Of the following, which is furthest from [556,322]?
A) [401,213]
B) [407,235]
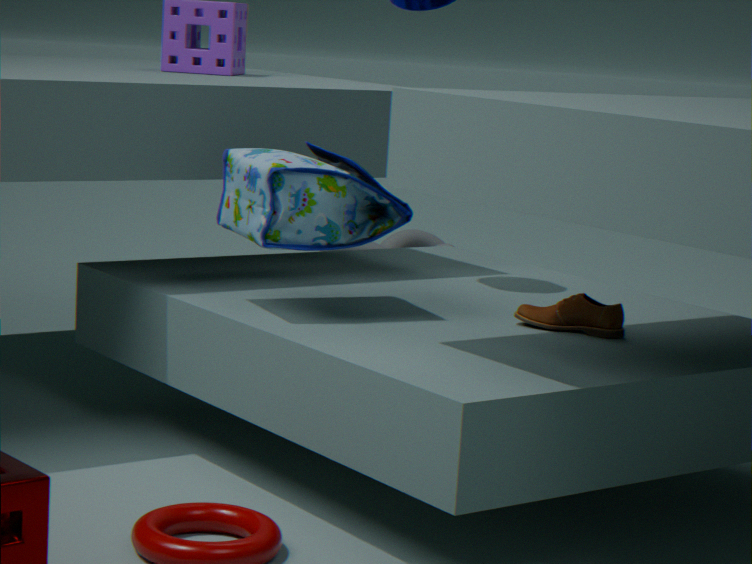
[407,235]
